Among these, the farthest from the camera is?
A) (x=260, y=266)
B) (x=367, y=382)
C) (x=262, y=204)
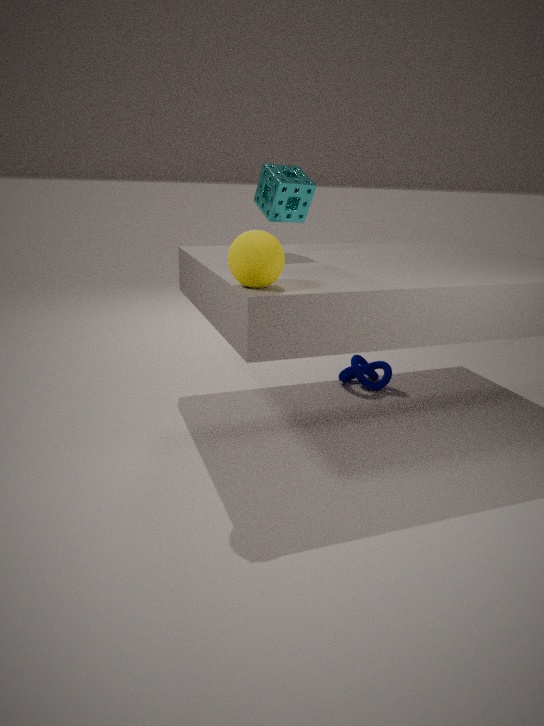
(x=367, y=382)
